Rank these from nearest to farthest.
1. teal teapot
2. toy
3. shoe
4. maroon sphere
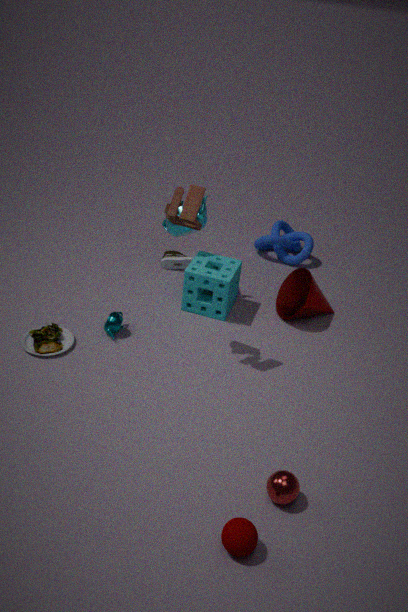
maroon sphere → toy → teal teapot → shoe
